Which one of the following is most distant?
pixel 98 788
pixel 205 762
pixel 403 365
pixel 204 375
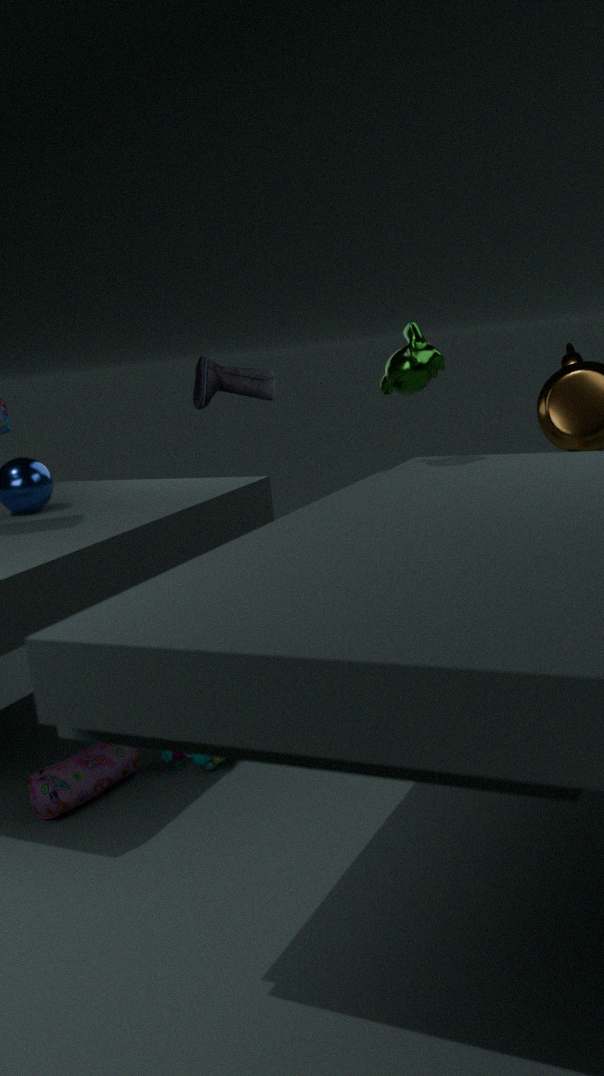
pixel 205 762
